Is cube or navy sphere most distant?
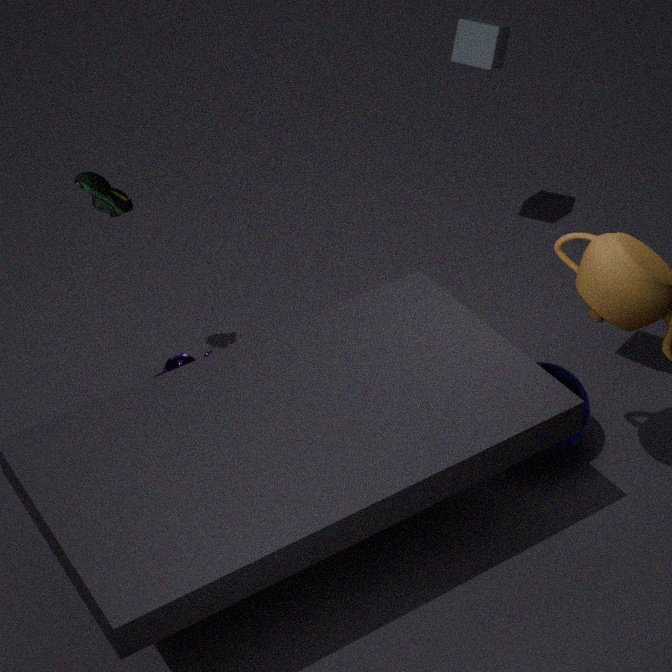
cube
